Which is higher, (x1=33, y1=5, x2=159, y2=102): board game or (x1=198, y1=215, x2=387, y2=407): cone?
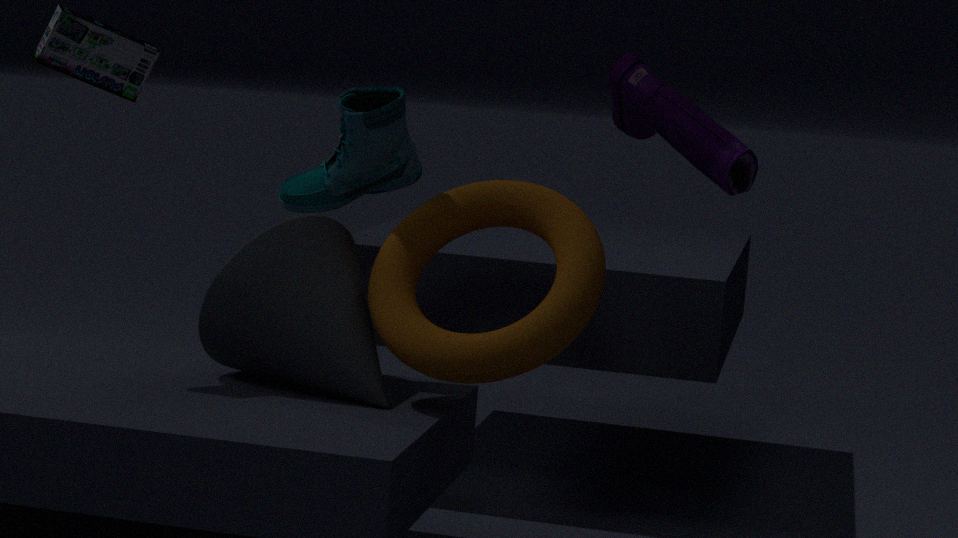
(x1=33, y1=5, x2=159, y2=102): board game
